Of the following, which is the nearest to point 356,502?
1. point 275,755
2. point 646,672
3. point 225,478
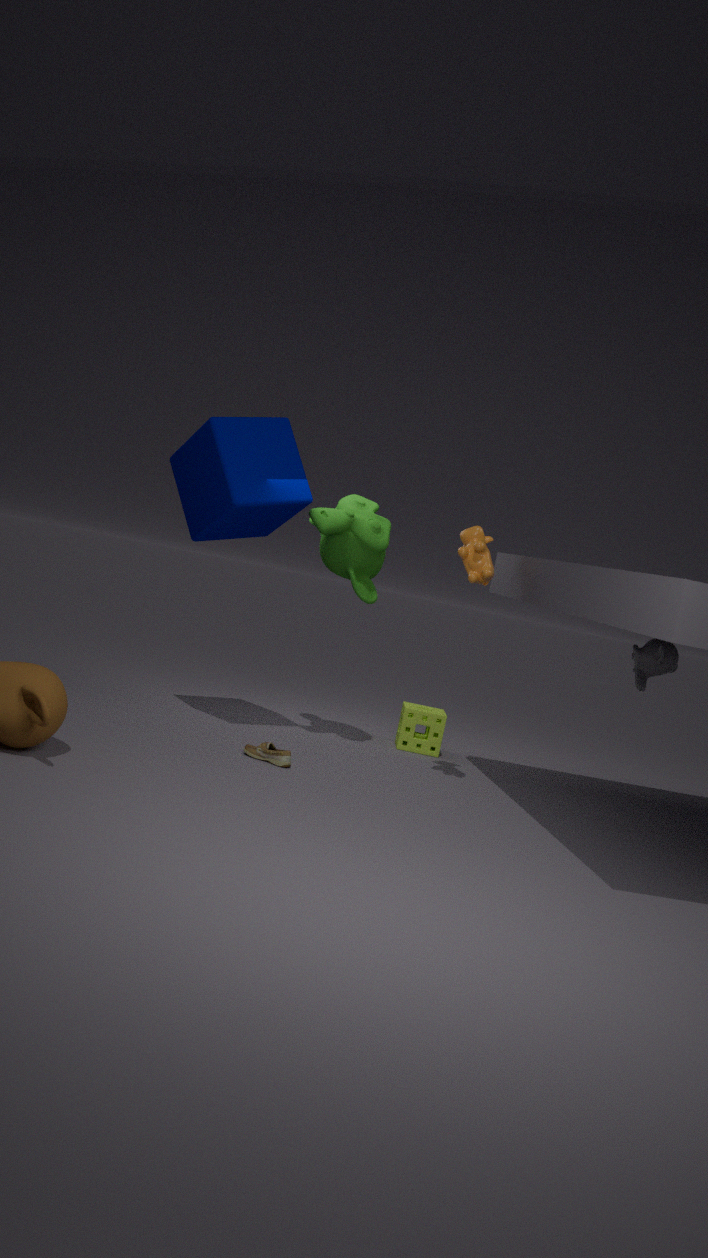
point 225,478
